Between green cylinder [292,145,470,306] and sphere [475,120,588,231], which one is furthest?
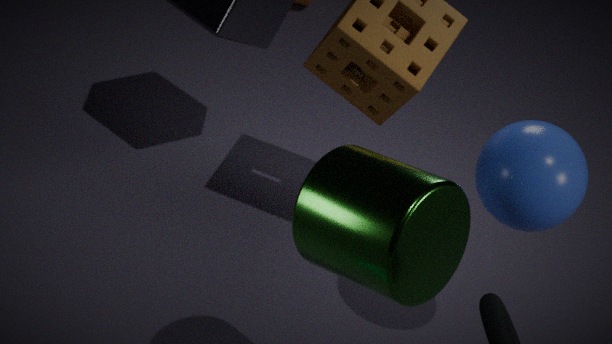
sphere [475,120,588,231]
